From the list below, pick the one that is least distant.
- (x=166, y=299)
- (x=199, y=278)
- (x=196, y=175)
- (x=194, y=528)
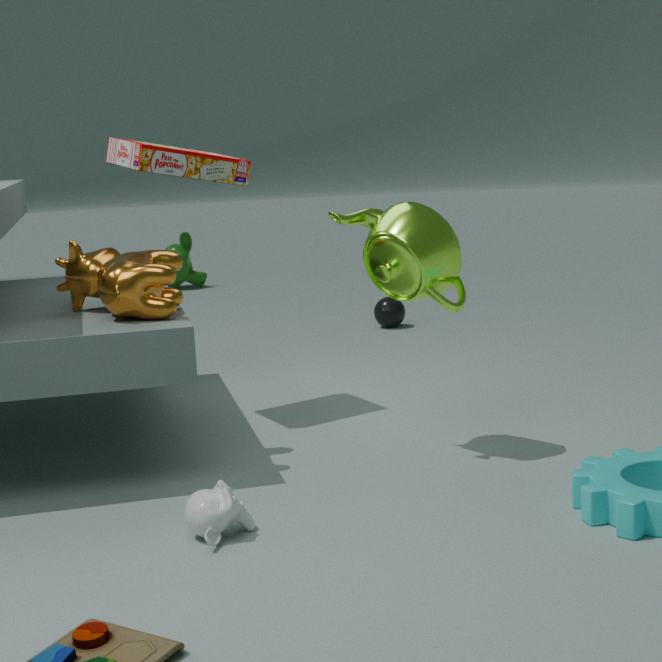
(x=194, y=528)
